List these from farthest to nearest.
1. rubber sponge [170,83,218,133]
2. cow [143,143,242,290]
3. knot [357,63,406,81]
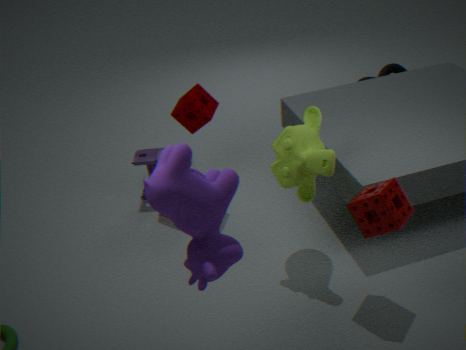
knot [357,63,406,81]
rubber sponge [170,83,218,133]
cow [143,143,242,290]
